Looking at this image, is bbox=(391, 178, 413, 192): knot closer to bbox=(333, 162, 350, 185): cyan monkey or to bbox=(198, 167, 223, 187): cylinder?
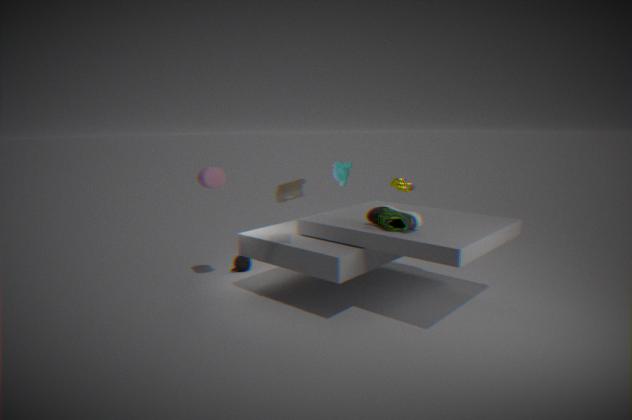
bbox=(333, 162, 350, 185): cyan monkey
